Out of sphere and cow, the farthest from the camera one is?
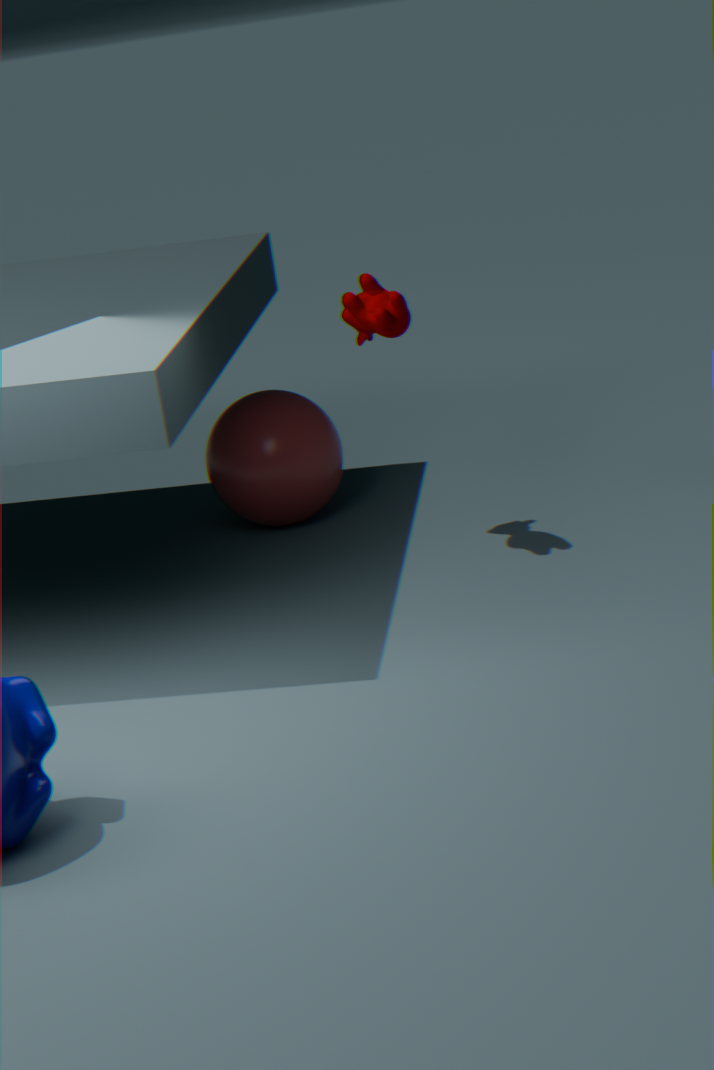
sphere
